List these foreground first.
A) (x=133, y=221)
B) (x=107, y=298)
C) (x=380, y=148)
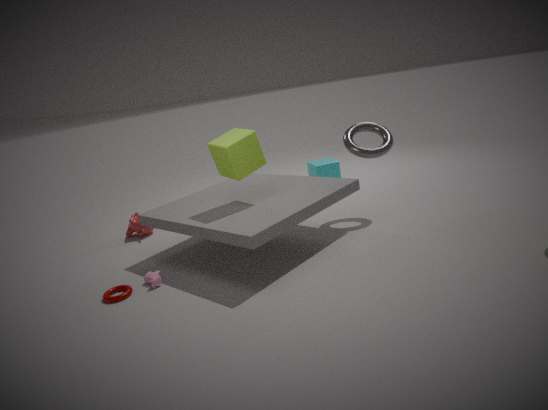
(x=107, y=298)
(x=380, y=148)
(x=133, y=221)
